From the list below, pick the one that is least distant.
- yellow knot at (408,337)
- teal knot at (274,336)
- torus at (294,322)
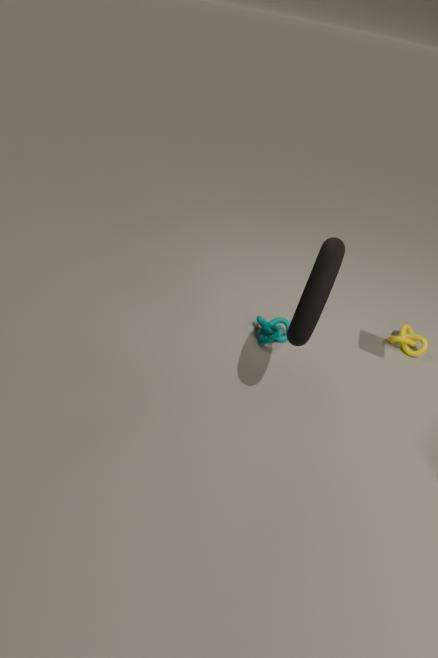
torus at (294,322)
